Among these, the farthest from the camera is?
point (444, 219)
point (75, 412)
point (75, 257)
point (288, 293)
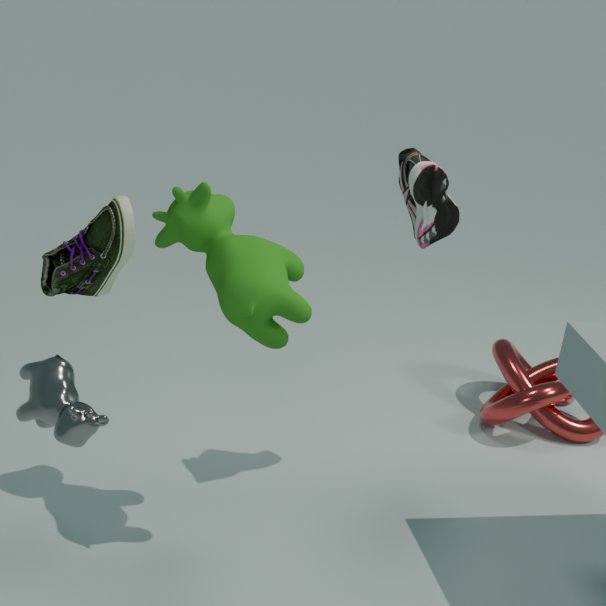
point (444, 219)
